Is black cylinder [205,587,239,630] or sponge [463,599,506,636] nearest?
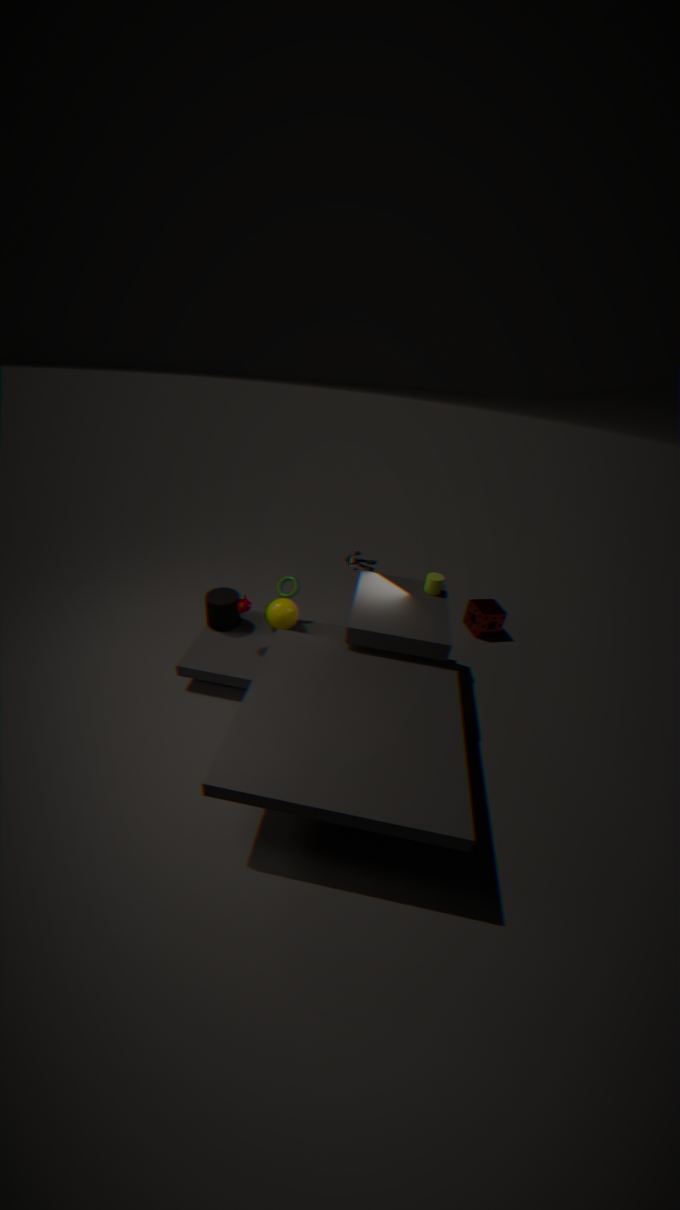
black cylinder [205,587,239,630]
